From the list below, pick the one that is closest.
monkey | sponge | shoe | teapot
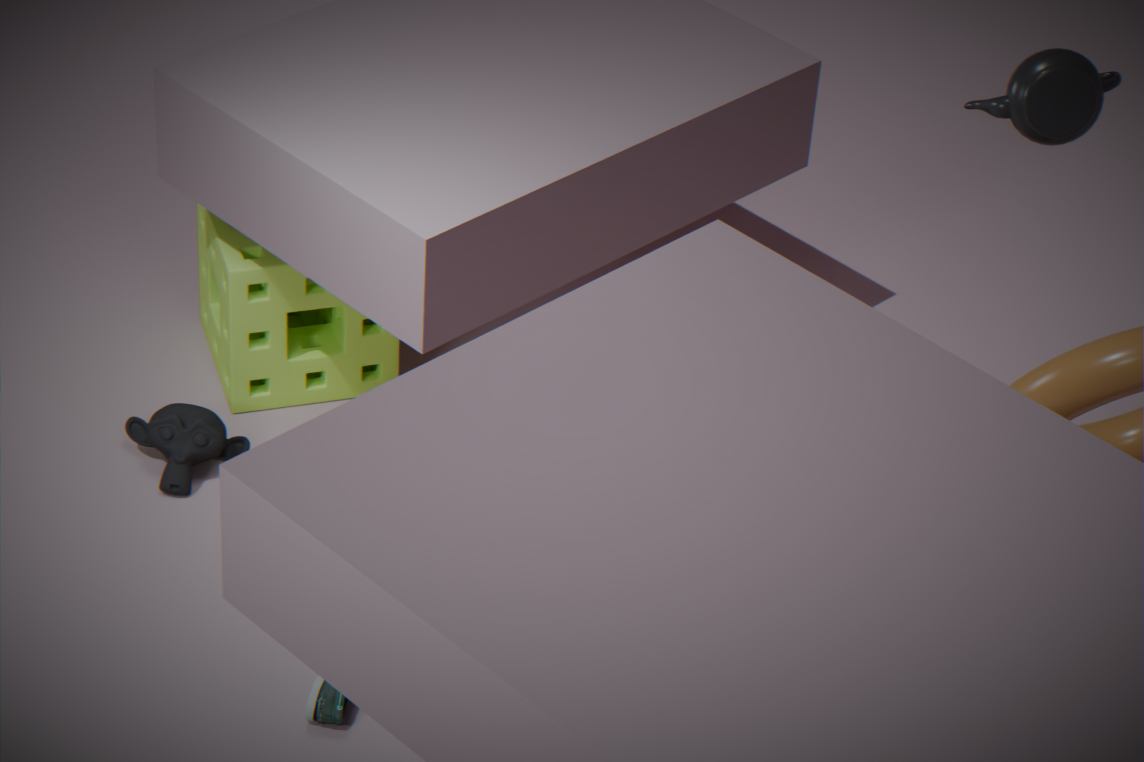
teapot
